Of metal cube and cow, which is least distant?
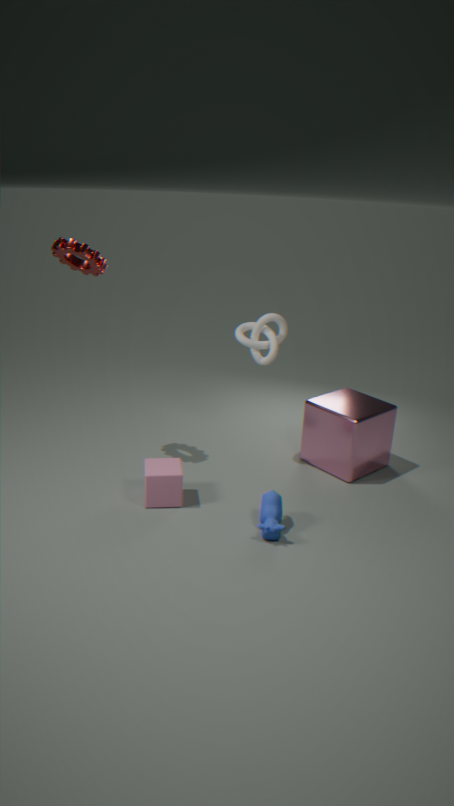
cow
